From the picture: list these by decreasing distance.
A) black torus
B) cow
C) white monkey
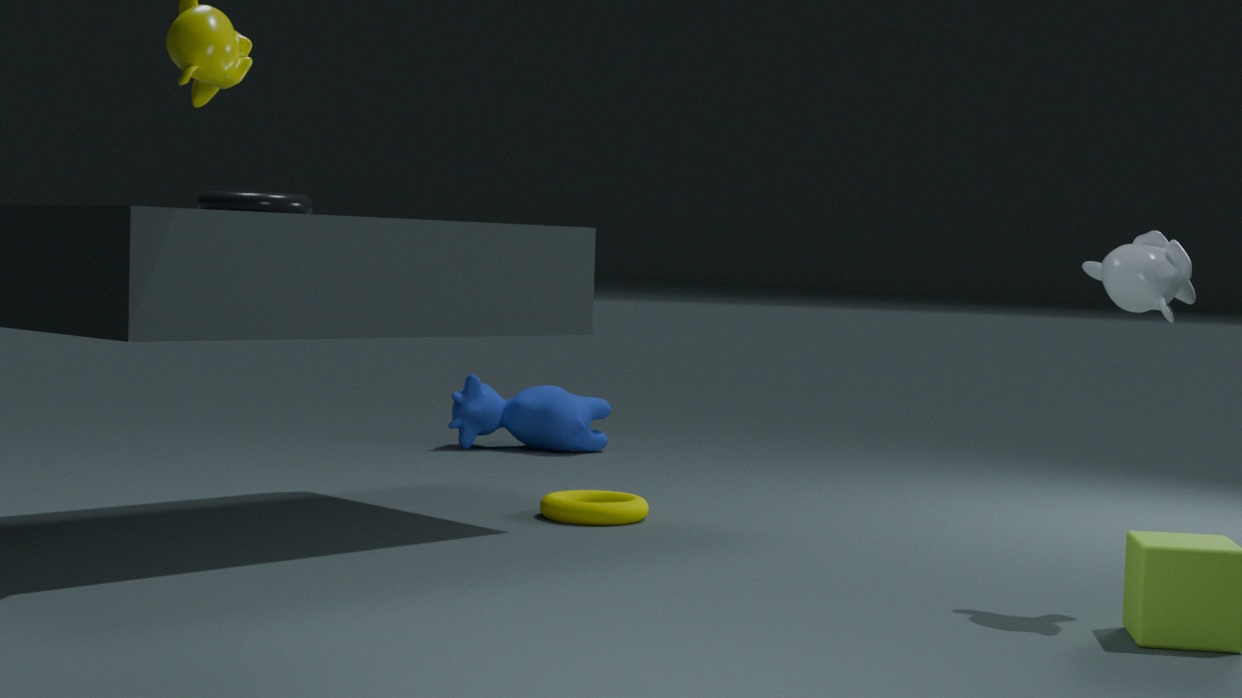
cow < black torus < white monkey
